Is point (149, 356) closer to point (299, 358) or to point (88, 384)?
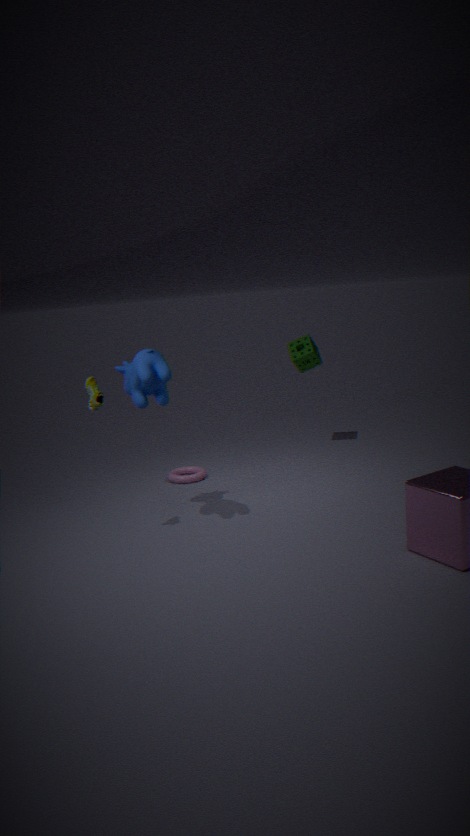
point (88, 384)
